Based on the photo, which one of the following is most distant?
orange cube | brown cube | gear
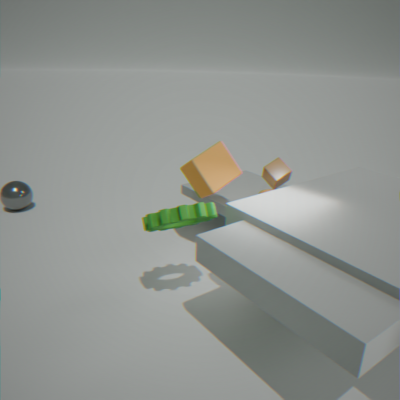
orange cube
